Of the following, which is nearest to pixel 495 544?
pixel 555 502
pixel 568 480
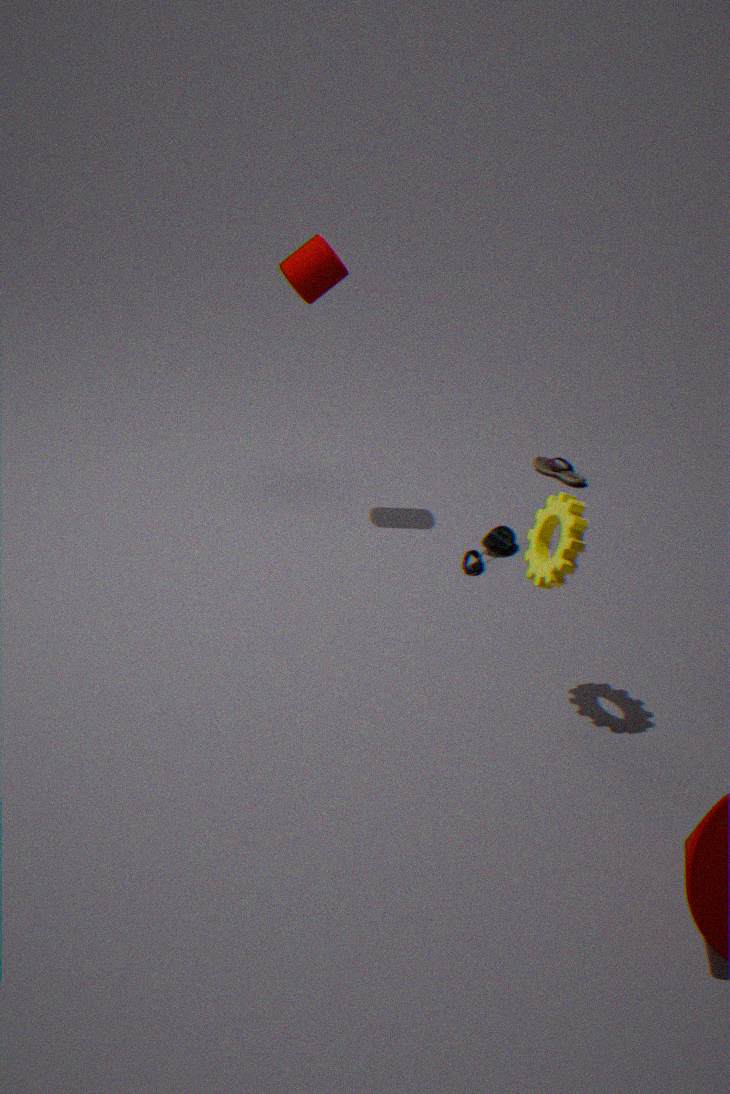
pixel 568 480
